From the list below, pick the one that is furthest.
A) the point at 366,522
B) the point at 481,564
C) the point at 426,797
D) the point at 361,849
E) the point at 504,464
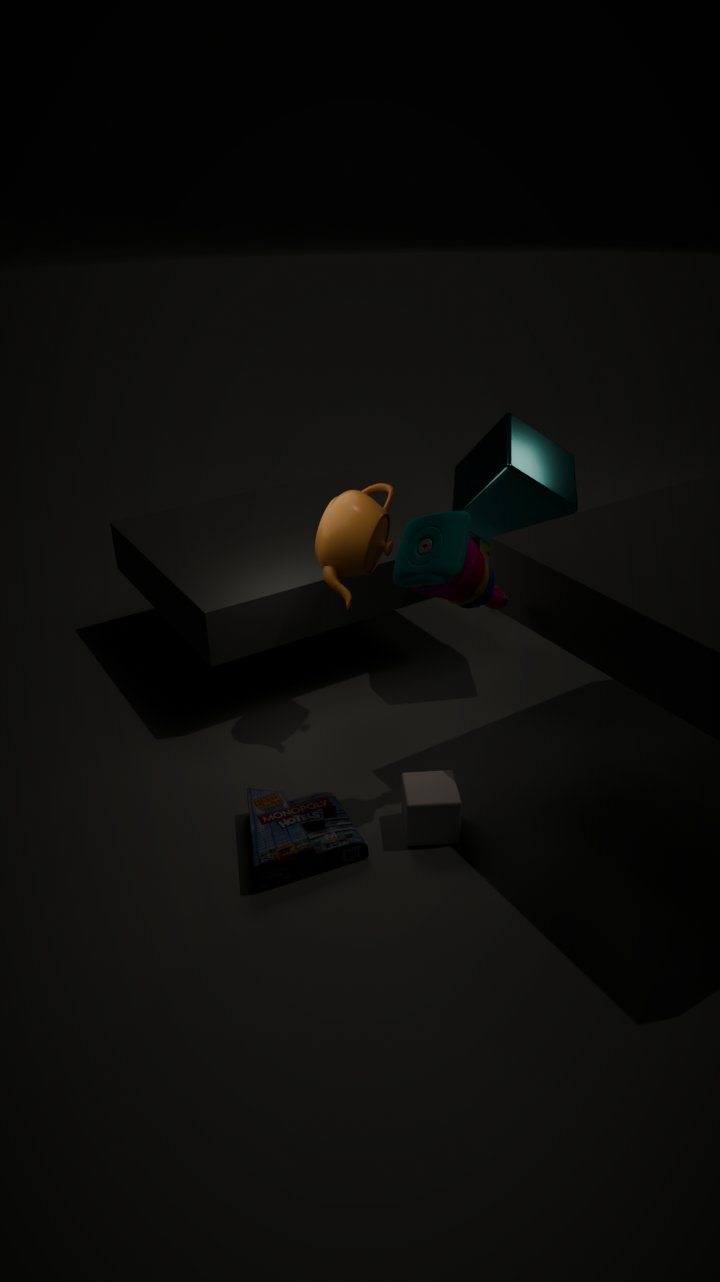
the point at 504,464
